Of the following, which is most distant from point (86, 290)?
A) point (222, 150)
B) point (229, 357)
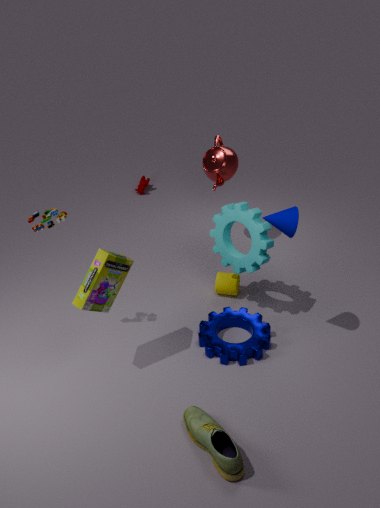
point (222, 150)
